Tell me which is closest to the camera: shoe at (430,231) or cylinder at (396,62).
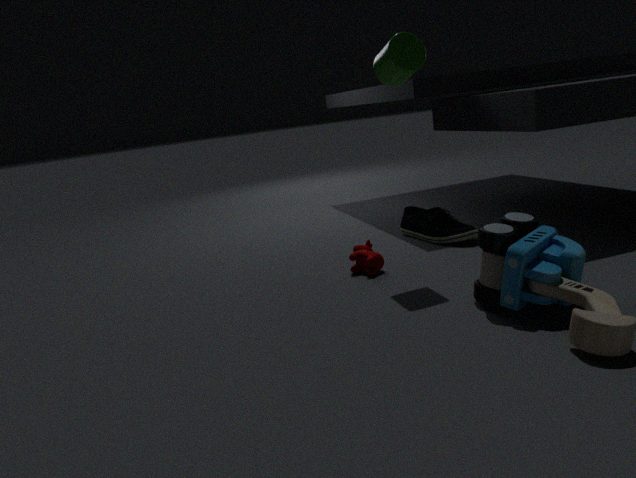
cylinder at (396,62)
